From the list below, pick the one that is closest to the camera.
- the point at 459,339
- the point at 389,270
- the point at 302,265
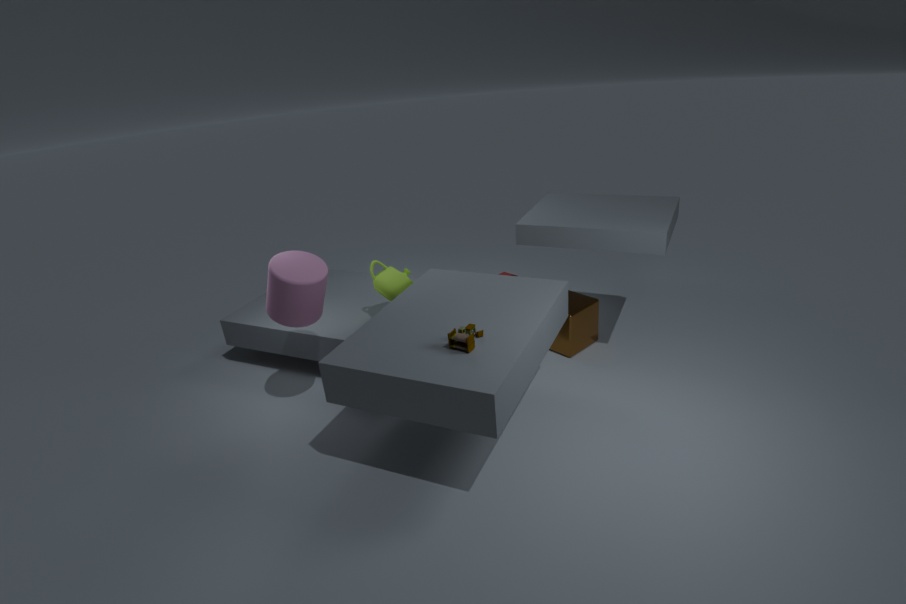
the point at 459,339
